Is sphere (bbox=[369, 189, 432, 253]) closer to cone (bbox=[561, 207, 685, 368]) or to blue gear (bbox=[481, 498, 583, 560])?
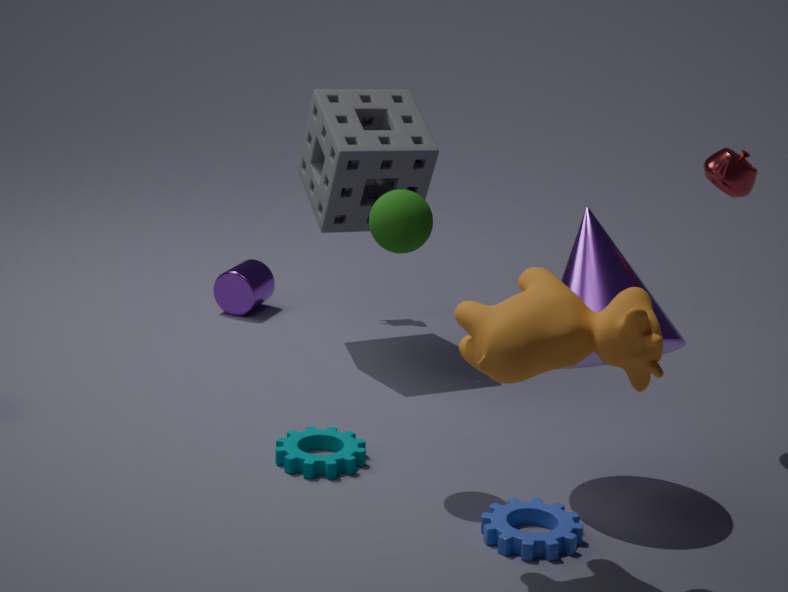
cone (bbox=[561, 207, 685, 368])
